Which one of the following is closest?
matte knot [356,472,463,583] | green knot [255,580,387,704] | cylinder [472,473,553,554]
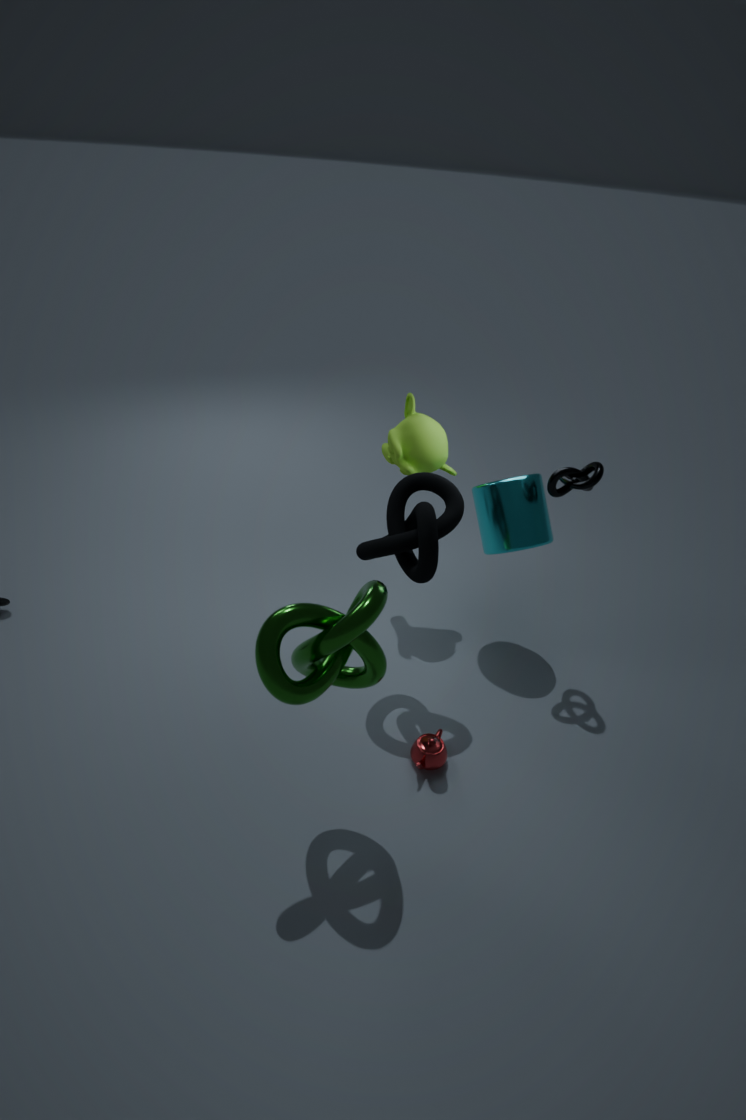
green knot [255,580,387,704]
